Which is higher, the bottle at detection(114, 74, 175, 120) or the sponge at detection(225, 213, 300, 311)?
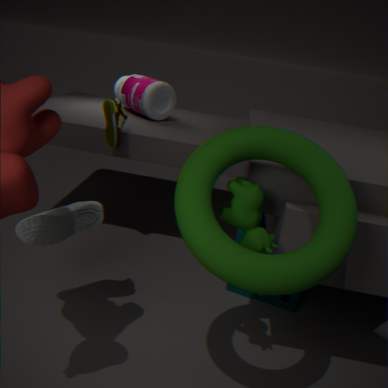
the bottle at detection(114, 74, 175, 120)
